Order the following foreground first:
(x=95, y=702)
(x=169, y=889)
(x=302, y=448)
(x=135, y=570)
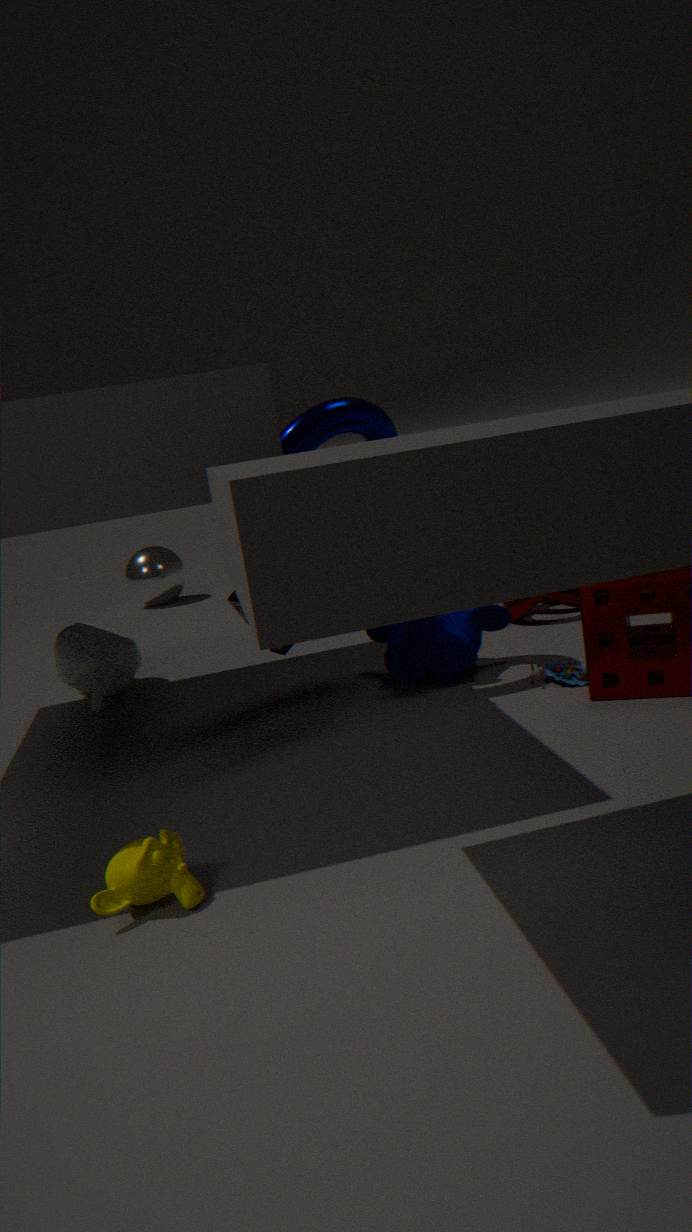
(x=169, y=889)
(x=302, y=448)
(x=95, y=702)
(x=135, y=570)
